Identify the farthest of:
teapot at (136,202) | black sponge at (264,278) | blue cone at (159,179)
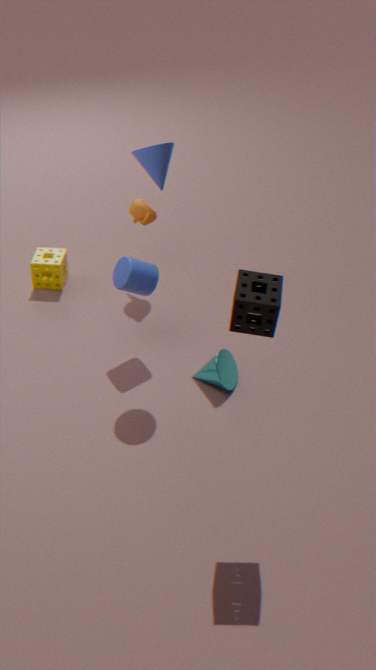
teapot at (136,202)
